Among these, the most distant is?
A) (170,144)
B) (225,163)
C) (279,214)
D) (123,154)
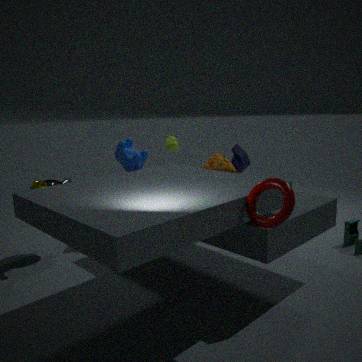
(170,144)
